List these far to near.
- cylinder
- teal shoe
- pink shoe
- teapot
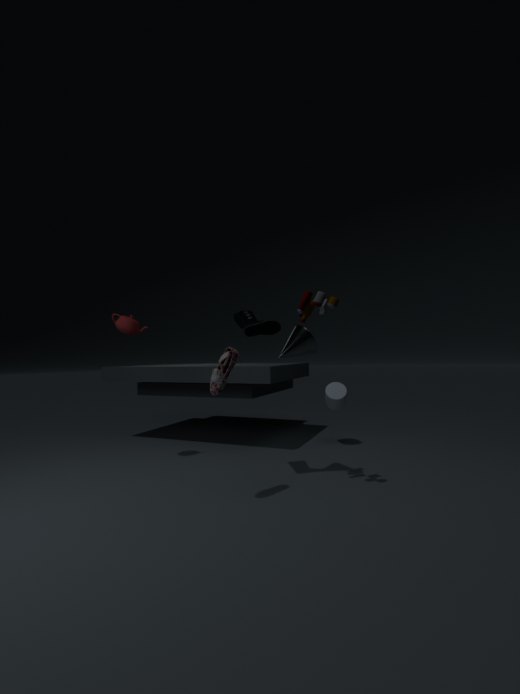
1. cylinder
2. teapot
3. teal shoe
4. pink shoe
